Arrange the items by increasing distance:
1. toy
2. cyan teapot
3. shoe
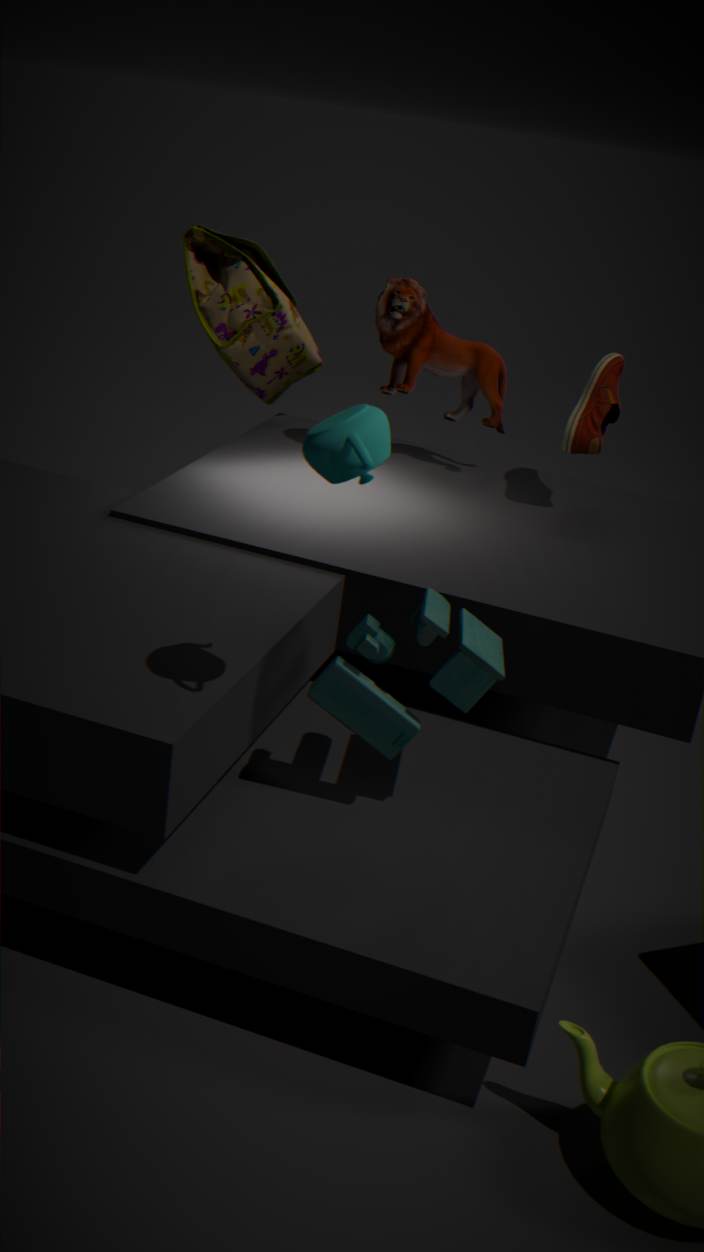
1. cyan teapot
2. toy
3. shoe
